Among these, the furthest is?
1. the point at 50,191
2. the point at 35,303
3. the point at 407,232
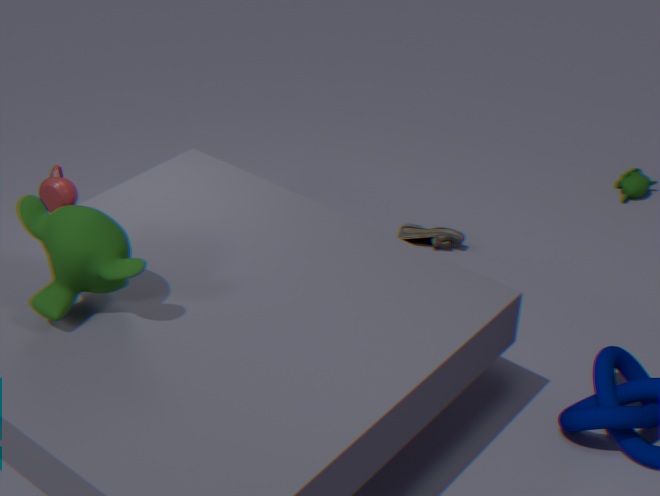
the point at 407,232
